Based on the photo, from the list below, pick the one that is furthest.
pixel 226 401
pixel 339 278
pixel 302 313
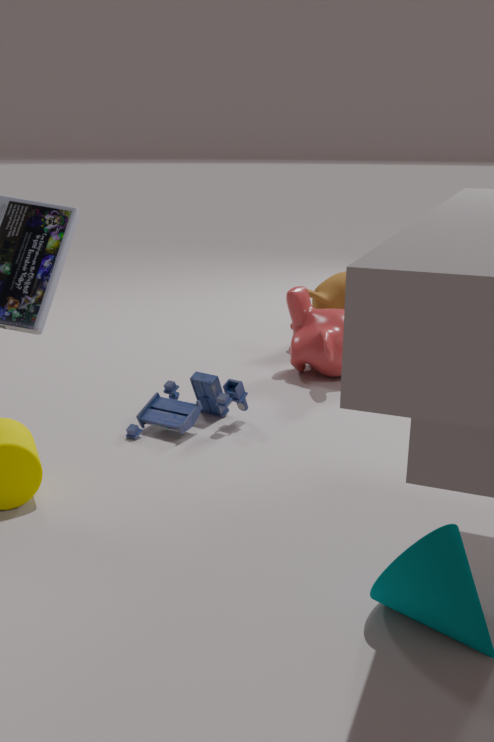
pixel 339 278
